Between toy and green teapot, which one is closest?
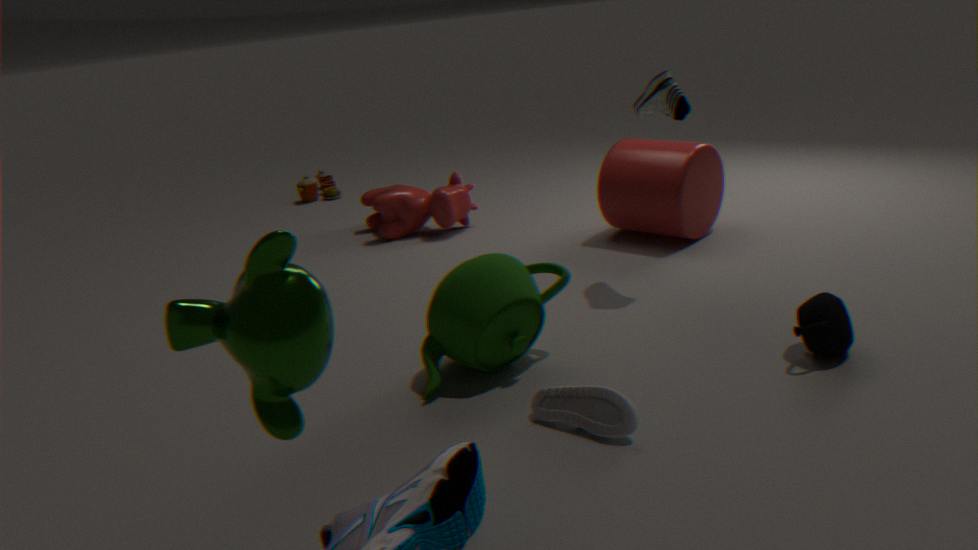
green teapot
